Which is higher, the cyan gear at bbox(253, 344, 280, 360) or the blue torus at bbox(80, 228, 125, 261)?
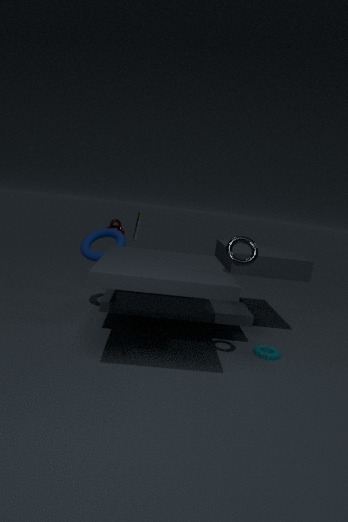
the blue torus at bbox(80, 228, 125, 261)
